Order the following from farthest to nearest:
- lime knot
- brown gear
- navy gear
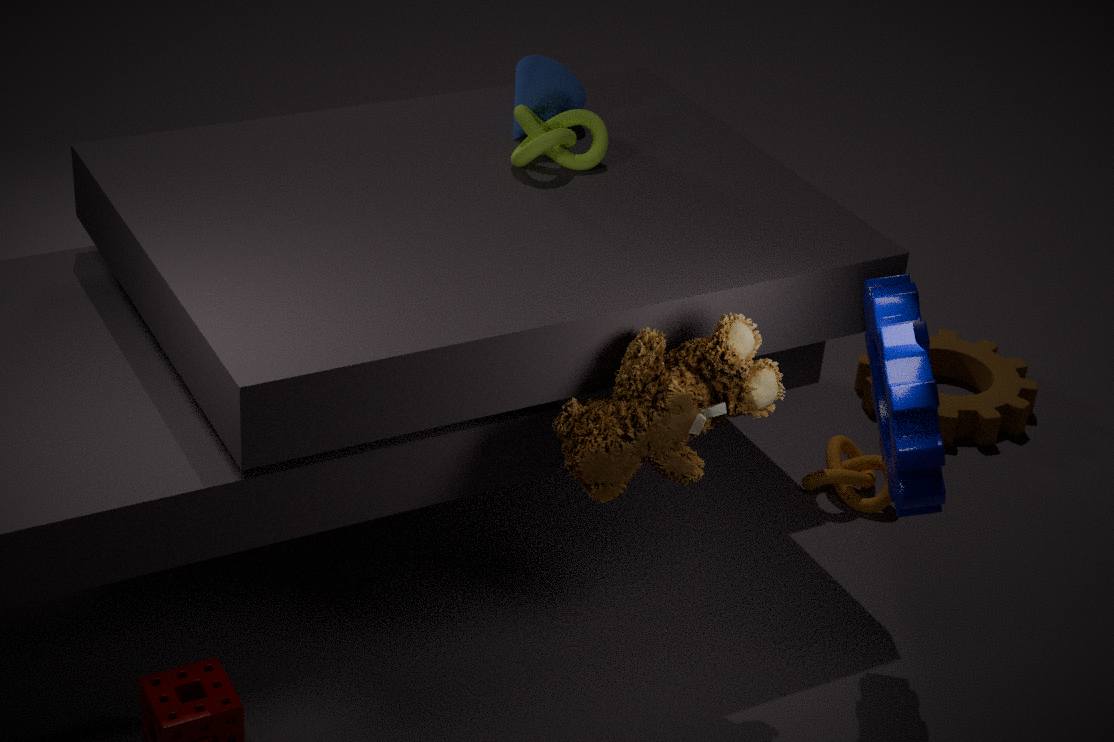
brown gear, lime knot, navy gear
